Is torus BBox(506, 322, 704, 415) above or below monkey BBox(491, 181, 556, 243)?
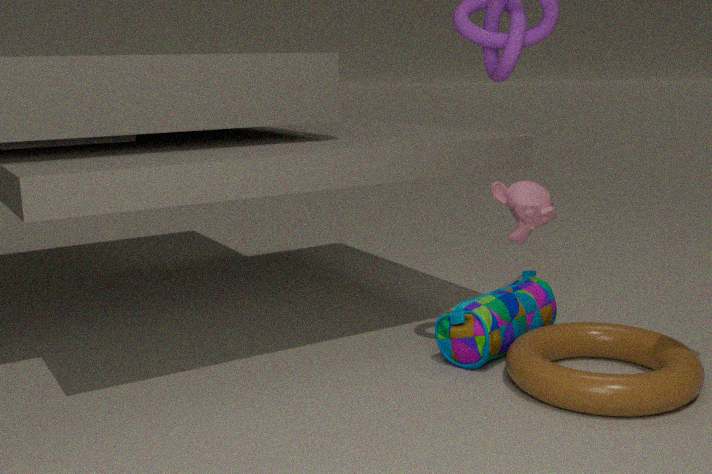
below
